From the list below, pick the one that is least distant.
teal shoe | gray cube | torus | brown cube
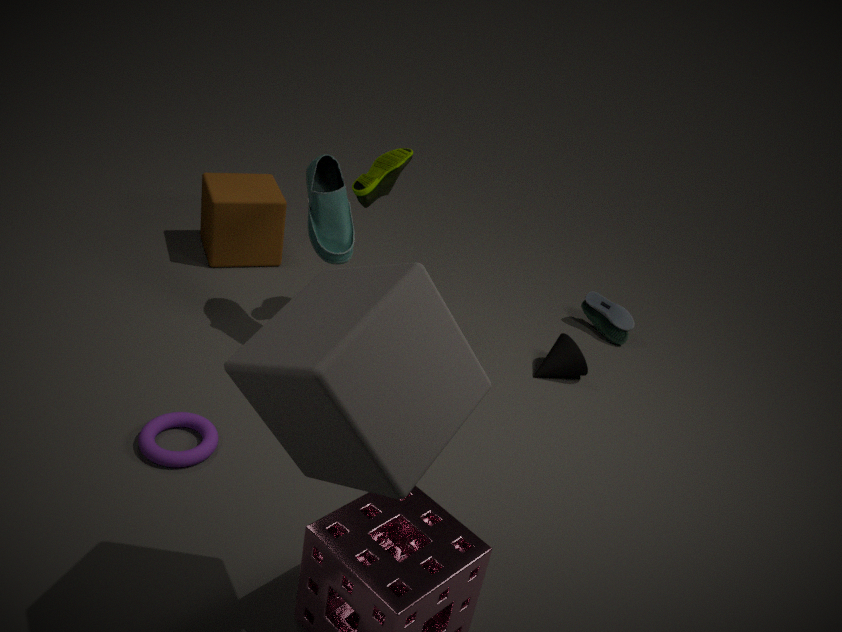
gray cube
